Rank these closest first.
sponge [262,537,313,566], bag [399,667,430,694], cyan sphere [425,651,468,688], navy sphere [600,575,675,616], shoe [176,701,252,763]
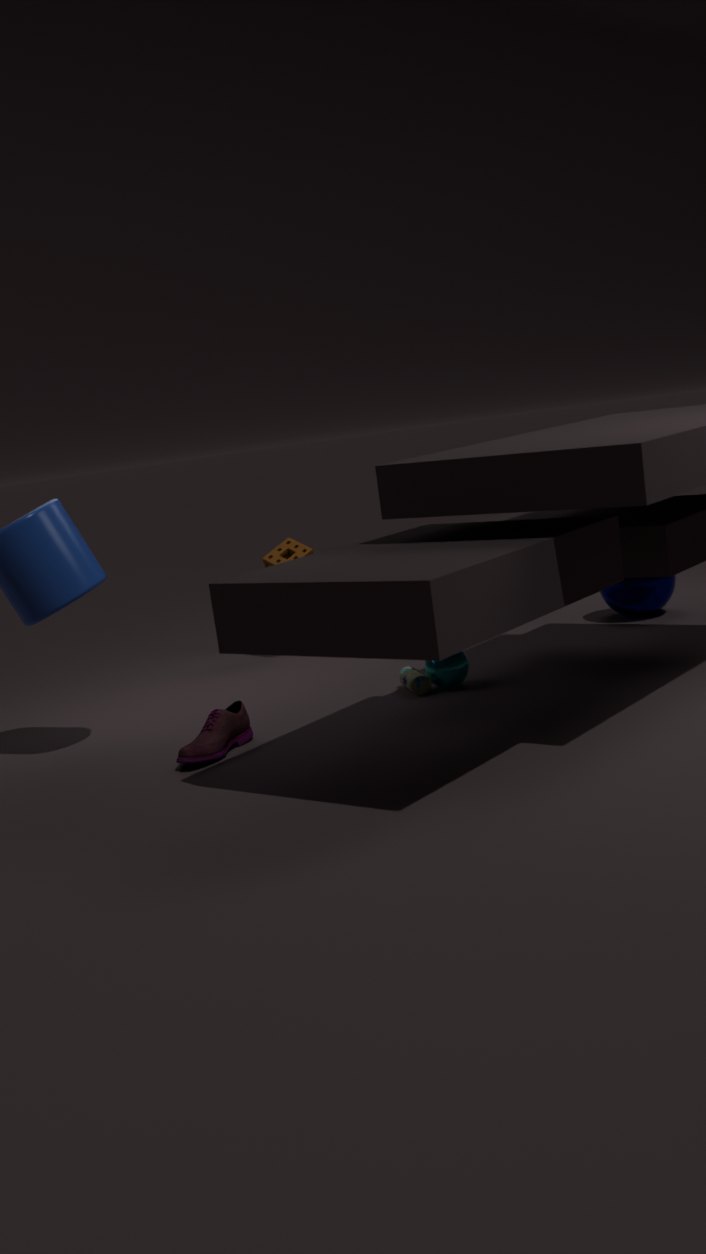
shoe [176,701,252,763], cyan sphere [425,651,468,688], bag [399,667,430,694], navy sphere [600,575,675,616], sponge [262,537,313,566]
